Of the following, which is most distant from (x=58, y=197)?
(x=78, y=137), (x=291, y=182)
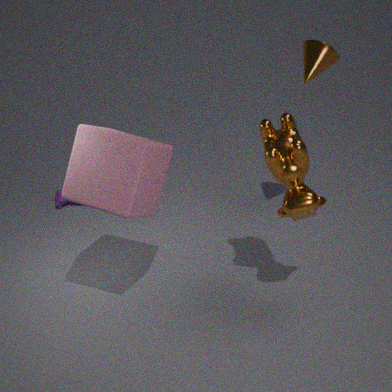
(x=291, y=182)
